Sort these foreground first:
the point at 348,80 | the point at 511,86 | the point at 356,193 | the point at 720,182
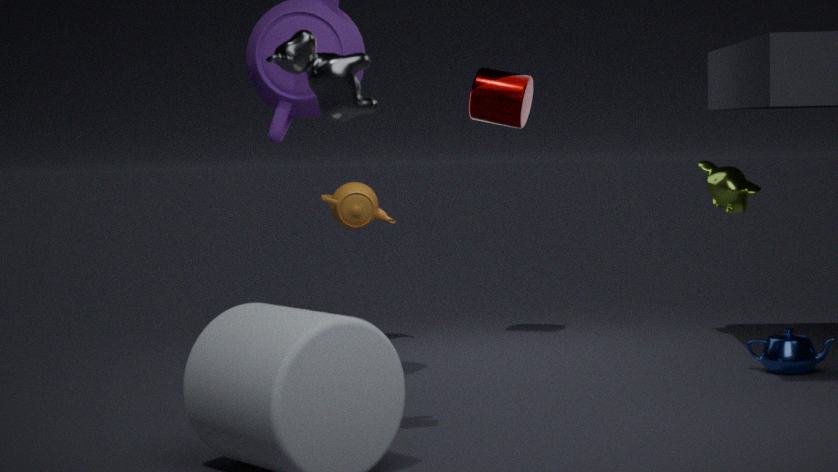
the point at 348,80, the point at 511,86, the point at 720,182, the point at 356,193
